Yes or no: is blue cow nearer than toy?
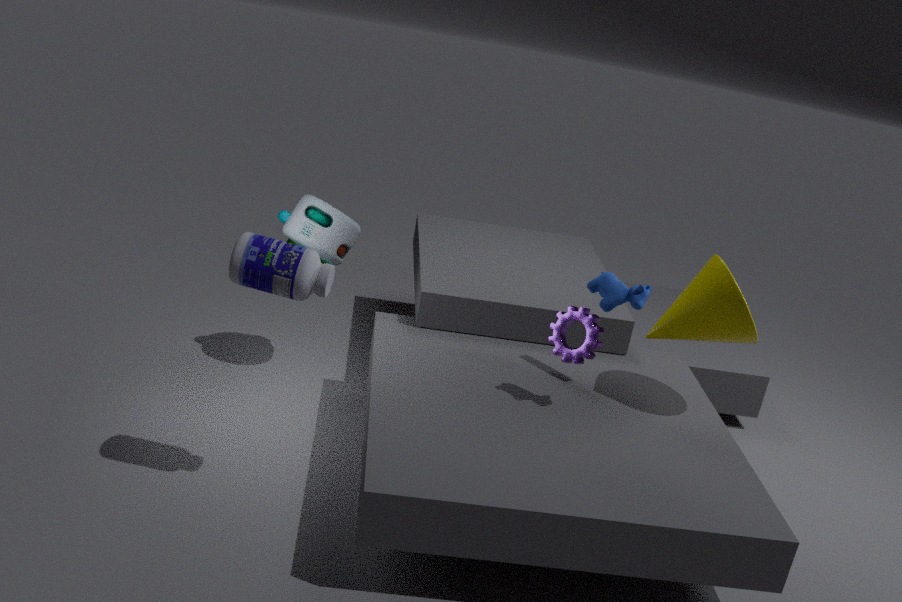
Yes
